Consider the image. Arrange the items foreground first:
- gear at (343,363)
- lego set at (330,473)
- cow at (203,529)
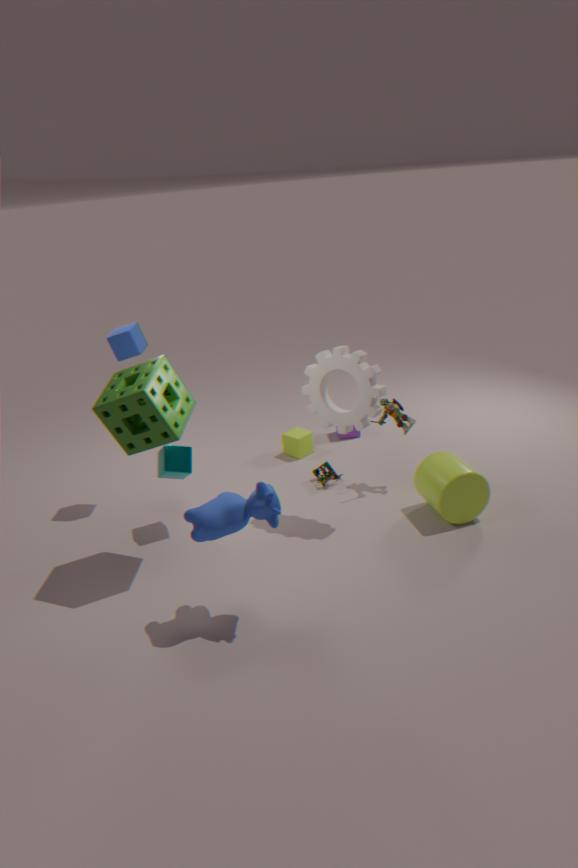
cow at (203,529) → gear at (343,363) → lego set at (330,473)
